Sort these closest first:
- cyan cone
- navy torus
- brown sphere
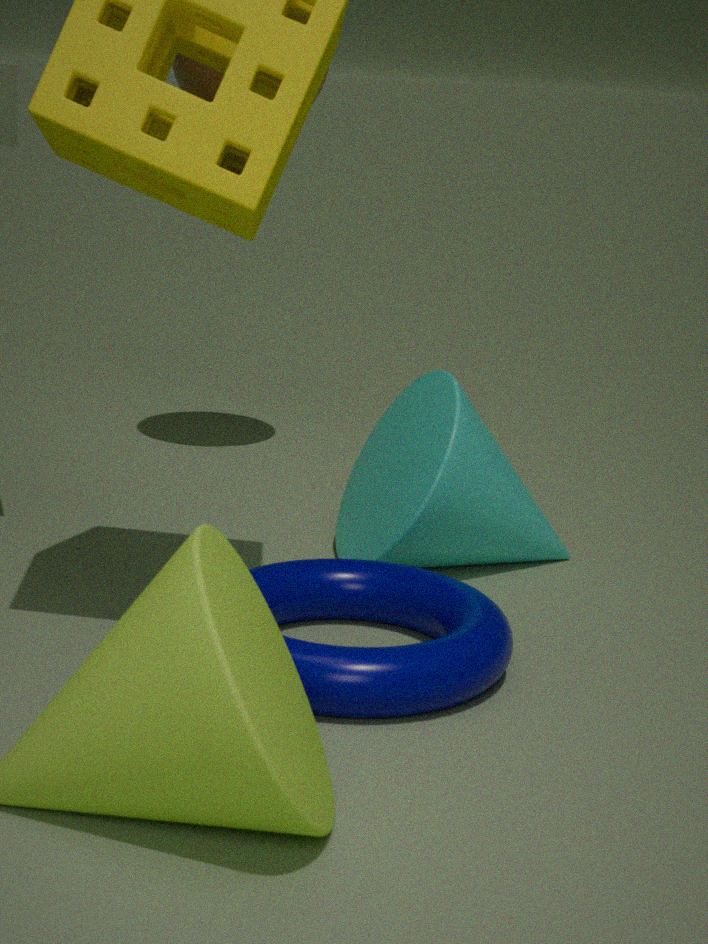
navy torus → cyan cone → brown sphere
